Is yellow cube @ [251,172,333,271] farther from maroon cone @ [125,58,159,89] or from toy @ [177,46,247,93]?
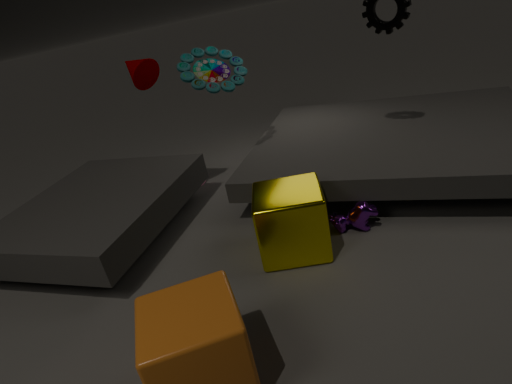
maroon cone @ [125,58,159,89]
